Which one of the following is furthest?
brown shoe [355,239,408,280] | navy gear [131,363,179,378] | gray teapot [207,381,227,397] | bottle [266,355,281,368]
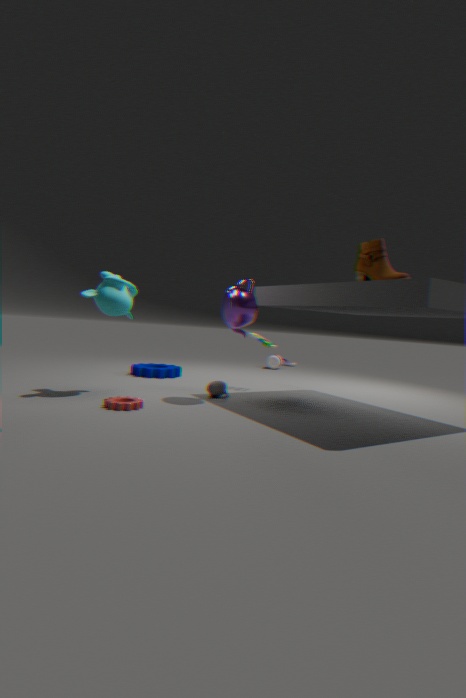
bottle [266,355,281,368]
